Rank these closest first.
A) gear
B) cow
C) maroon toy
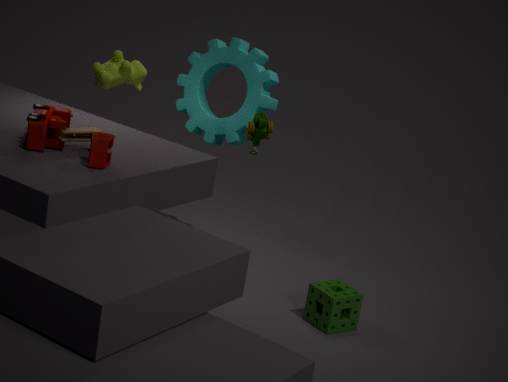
1. maroon toy
2. cow
3. gear
